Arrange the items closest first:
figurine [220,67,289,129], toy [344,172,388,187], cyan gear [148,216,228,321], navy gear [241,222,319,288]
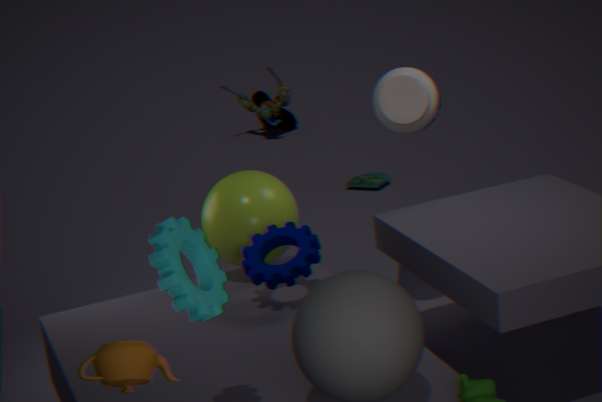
cyan gear [148,216,228,321], navy gear [241,222,319,288], toy [344,172,388,187], figurine [220,67,289,129]
